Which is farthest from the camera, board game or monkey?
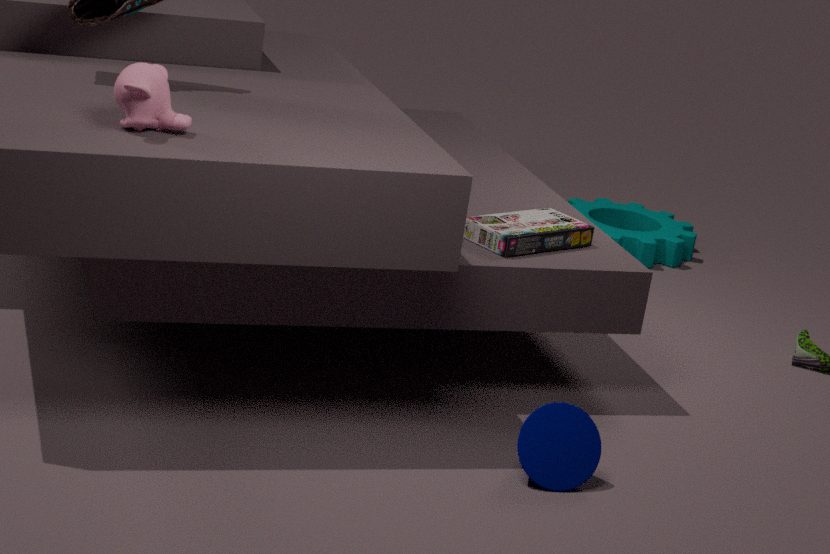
board game
